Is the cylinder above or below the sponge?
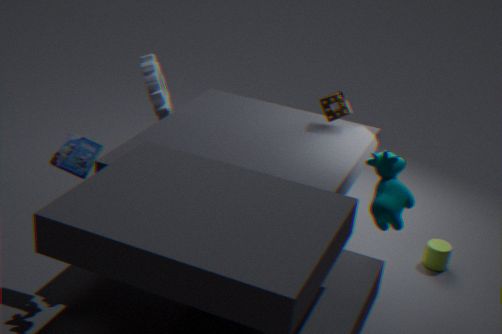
below
